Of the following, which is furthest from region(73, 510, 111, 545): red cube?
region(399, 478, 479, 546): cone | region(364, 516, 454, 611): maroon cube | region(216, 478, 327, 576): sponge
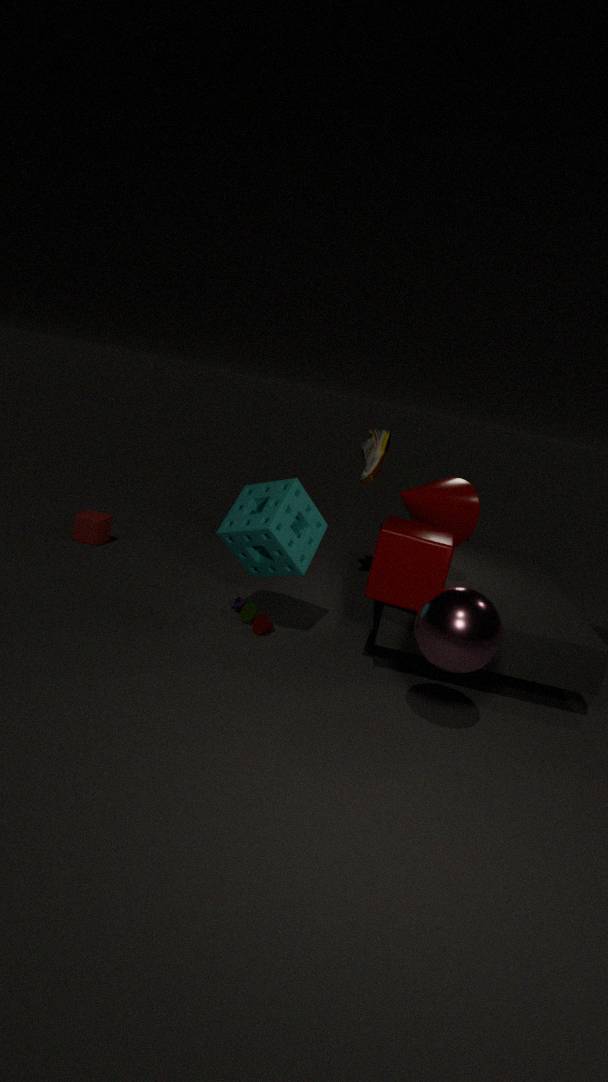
region(399, 478, 479, 546): cone
